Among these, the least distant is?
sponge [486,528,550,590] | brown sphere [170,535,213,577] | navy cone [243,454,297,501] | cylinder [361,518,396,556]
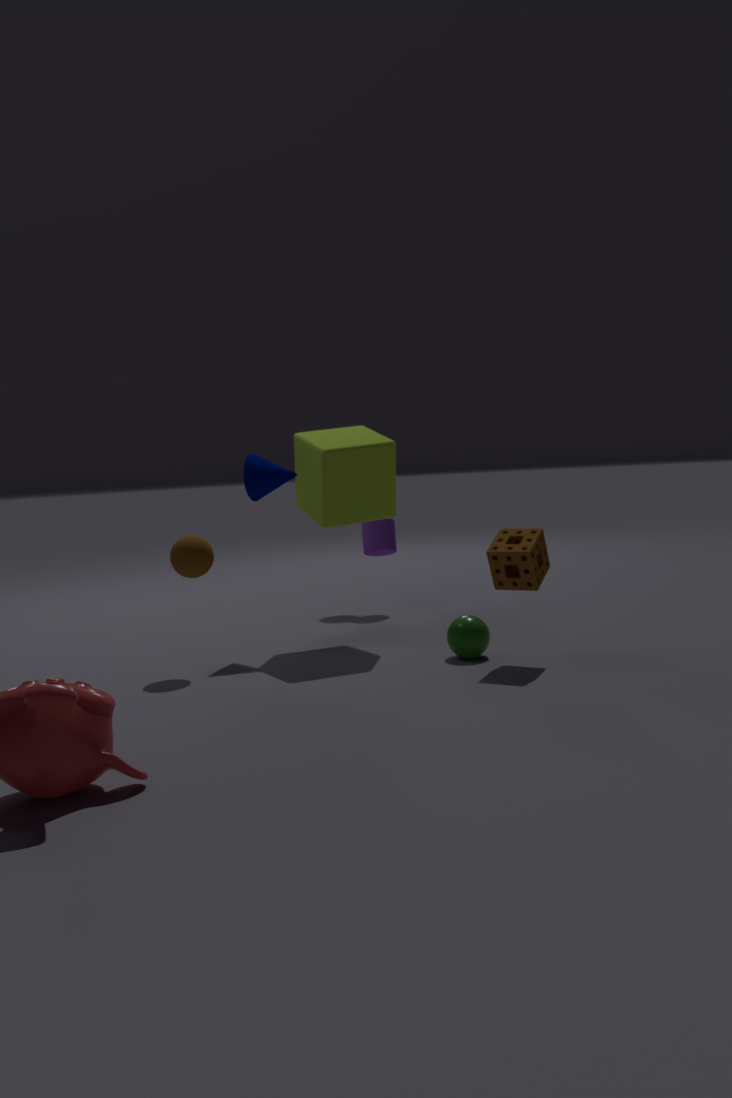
sponge [486,528,550,590]
